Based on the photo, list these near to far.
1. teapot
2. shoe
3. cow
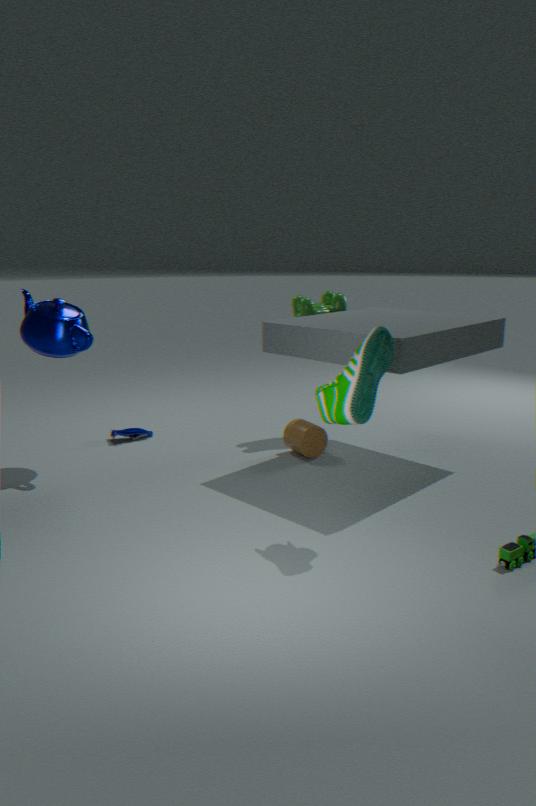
shoe, teapot, cow
